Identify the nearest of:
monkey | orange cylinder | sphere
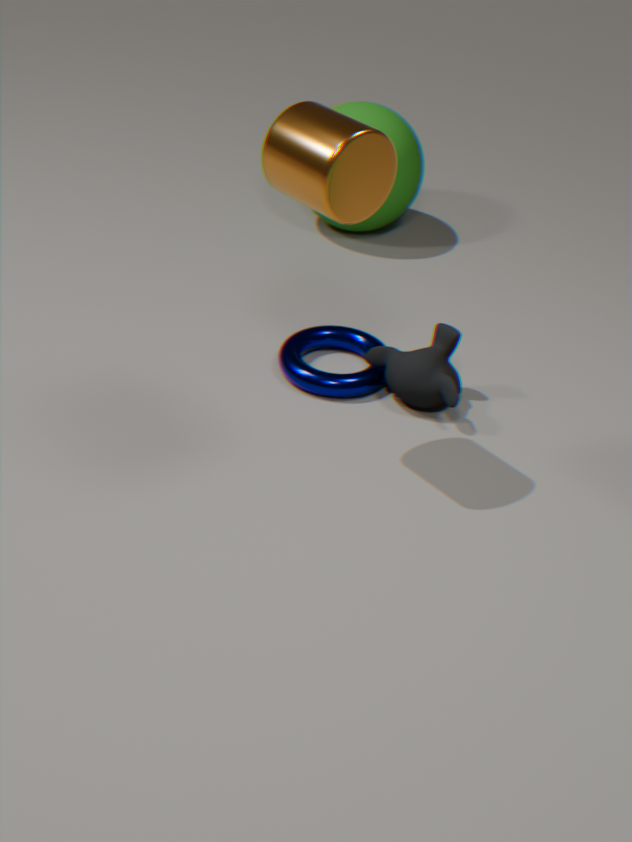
orange cylinder
